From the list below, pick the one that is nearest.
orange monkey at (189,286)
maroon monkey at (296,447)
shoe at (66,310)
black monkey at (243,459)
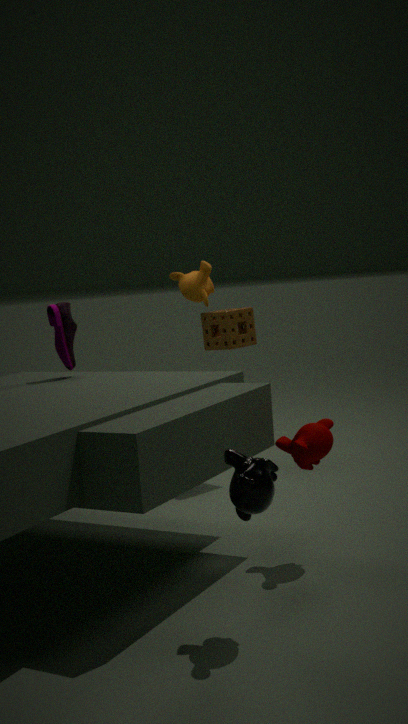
black monkey at (243,459)
